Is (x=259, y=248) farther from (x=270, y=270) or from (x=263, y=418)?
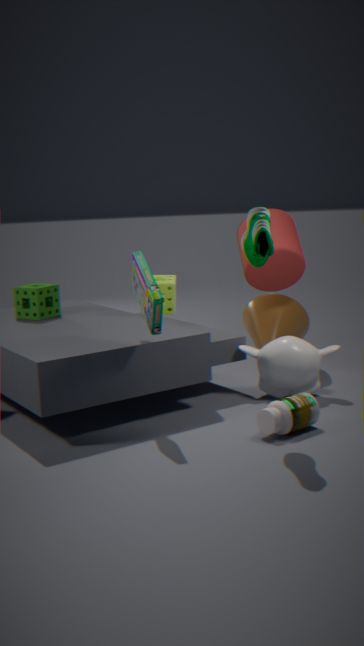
(x=270, y=270)
